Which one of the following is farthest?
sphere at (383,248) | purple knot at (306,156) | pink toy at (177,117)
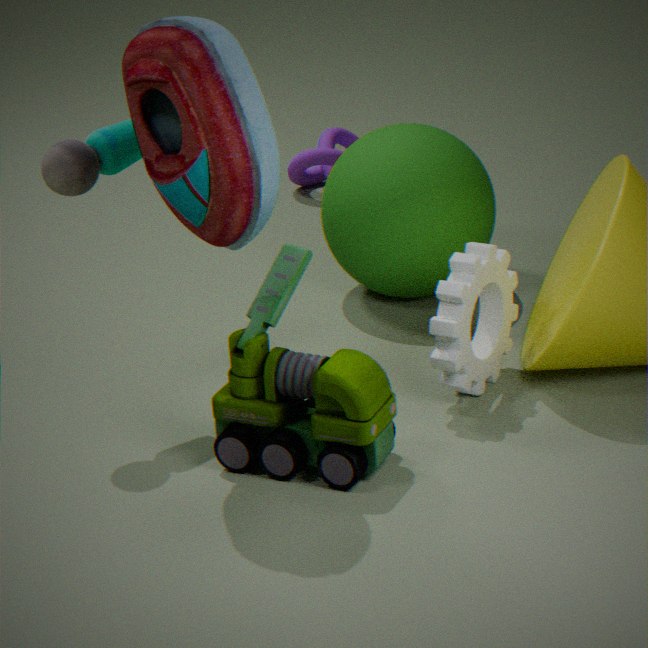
purple knot at (306,156)
